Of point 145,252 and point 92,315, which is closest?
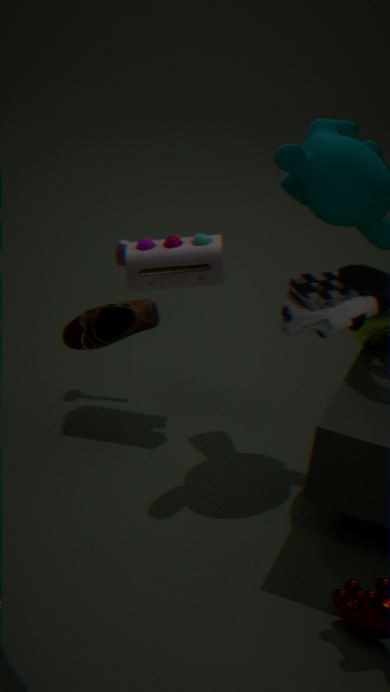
point 92,315
